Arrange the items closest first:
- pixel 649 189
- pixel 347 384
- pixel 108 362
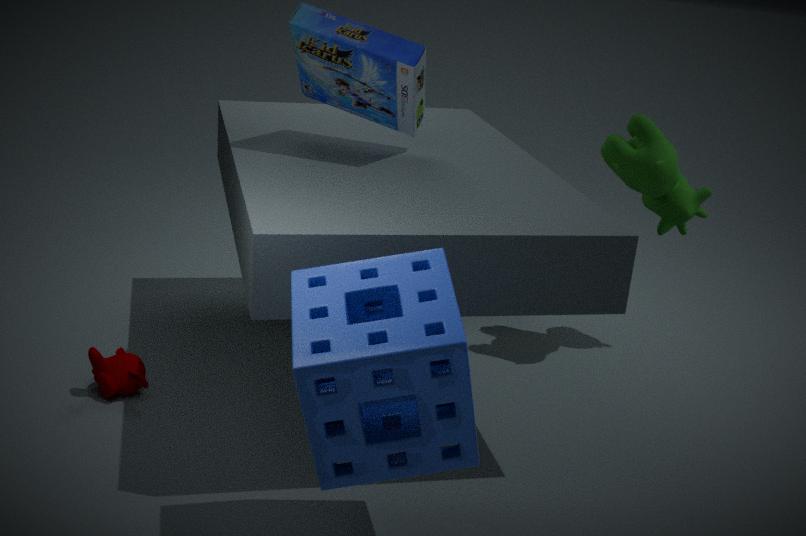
pixel 347 384
pixel 108 362
pixel 649 189
